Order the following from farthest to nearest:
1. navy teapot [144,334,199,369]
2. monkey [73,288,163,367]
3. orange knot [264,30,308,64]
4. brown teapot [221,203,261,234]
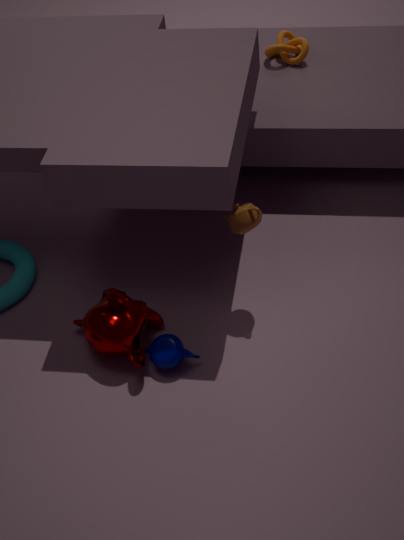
orange knot [264,30,308,64] → brown teapot [221,203,261,234] → navy teapot [144,334,199,369] → monkey [73,288,163,367]
